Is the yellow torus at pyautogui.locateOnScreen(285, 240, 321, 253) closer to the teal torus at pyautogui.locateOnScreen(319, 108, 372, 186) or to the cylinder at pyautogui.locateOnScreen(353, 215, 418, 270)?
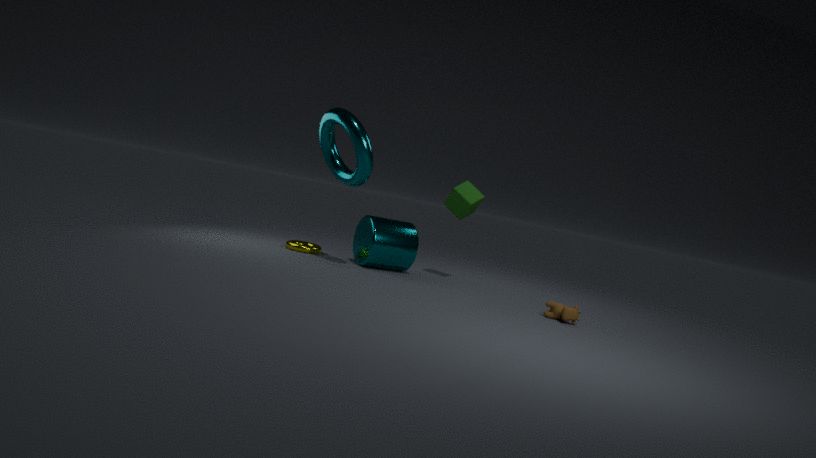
the cylinder at pyautogui.locateOnScreen(353, 215, 418, 270)
